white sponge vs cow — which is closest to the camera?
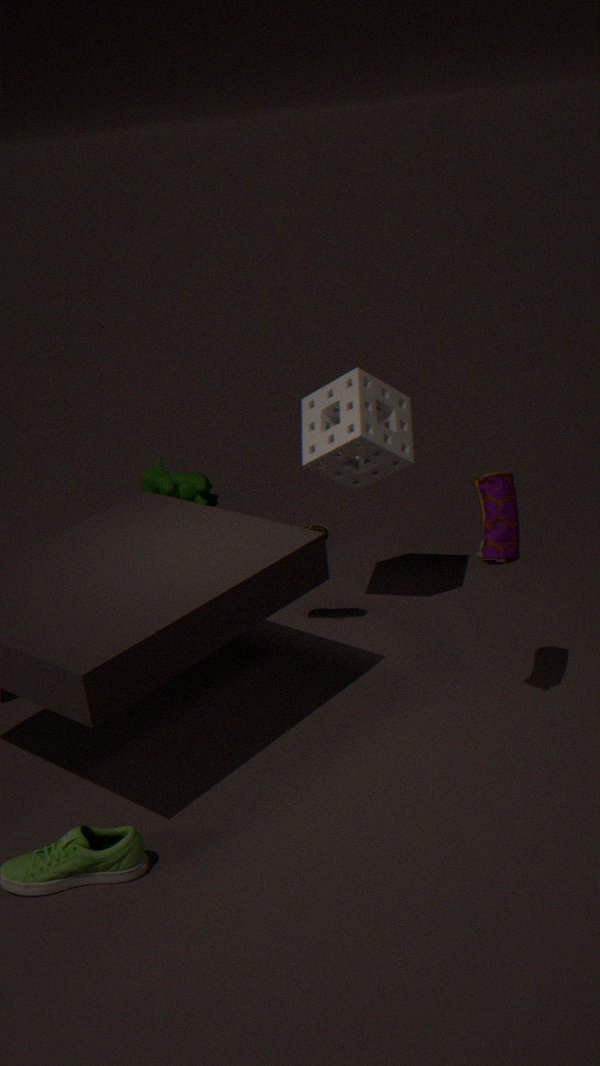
white sponge
